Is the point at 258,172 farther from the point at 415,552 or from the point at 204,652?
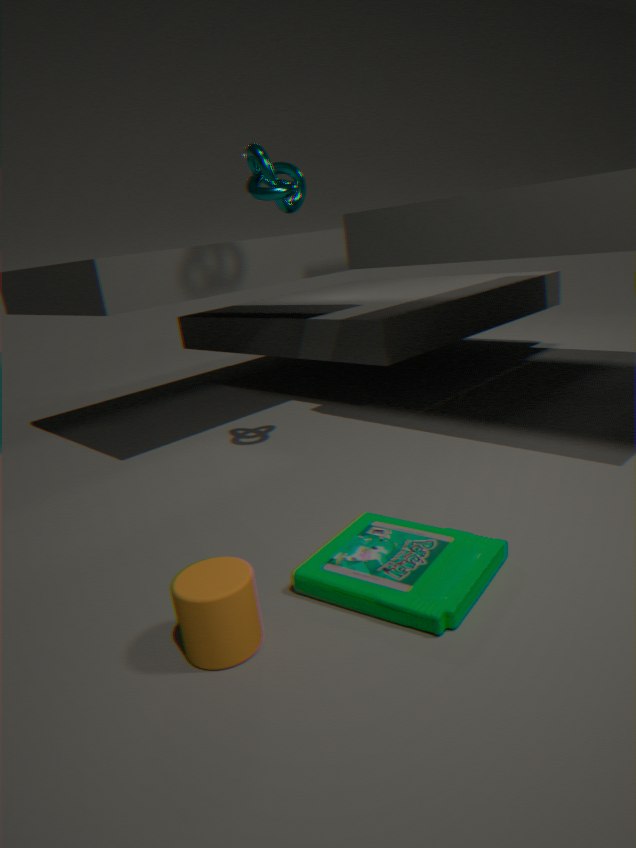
the point at 204,652
